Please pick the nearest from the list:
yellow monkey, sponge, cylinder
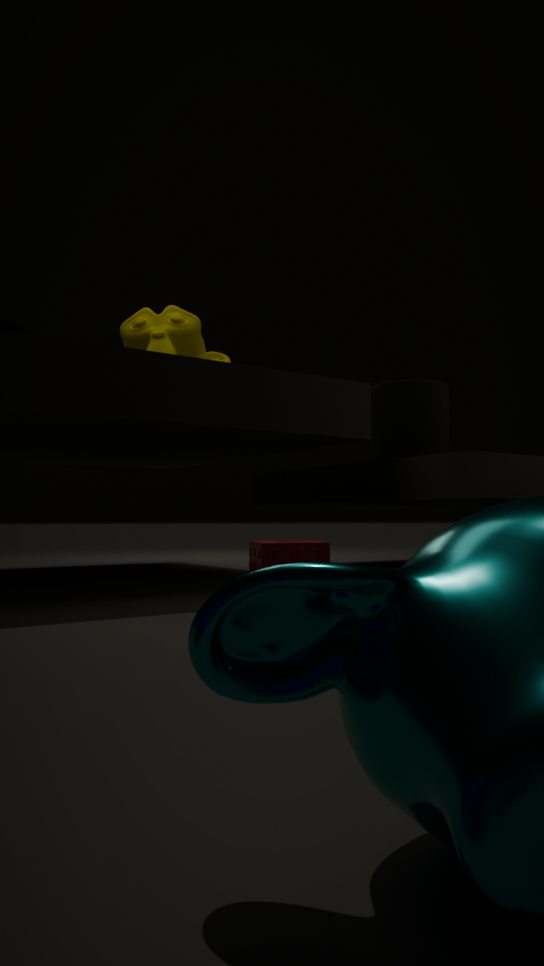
sponge
